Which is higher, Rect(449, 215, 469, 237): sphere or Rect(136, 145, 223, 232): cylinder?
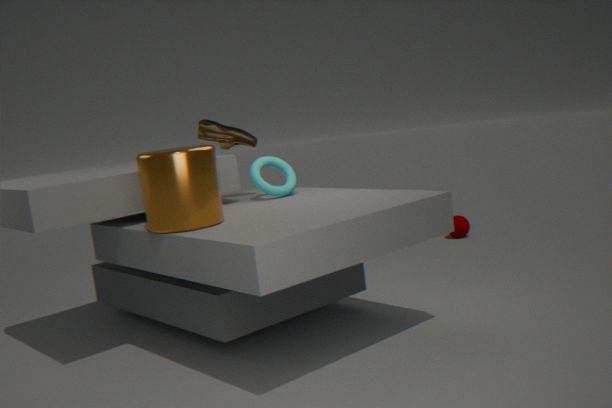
Rect(136, 145, 223, 232): cylinder
